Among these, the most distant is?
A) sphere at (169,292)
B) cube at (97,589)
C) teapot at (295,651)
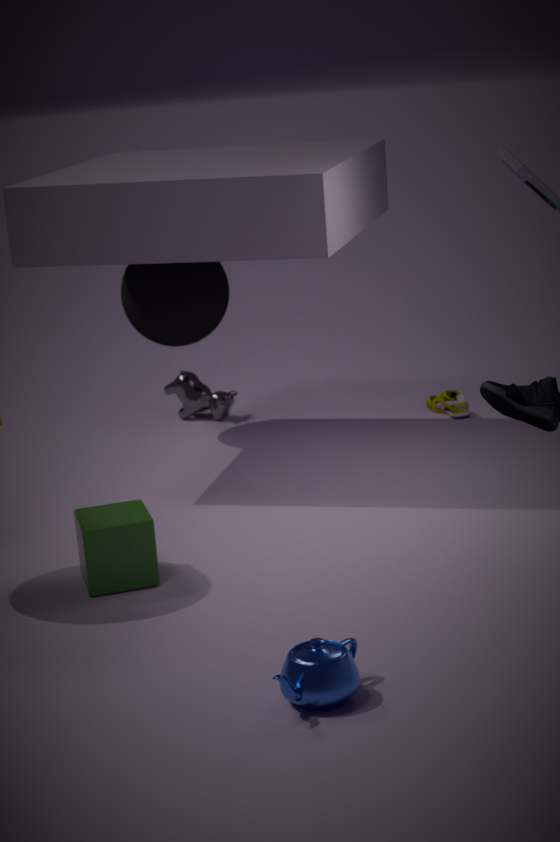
A. sphere at (169,292)
